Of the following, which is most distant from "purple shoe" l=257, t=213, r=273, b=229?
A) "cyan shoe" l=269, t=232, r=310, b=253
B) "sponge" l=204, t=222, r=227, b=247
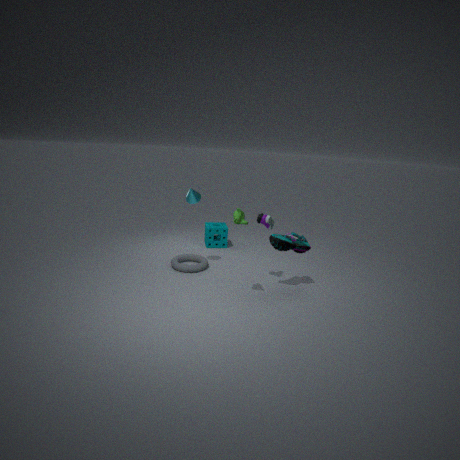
"sponge" l=204, t=222, r=227, b=247
